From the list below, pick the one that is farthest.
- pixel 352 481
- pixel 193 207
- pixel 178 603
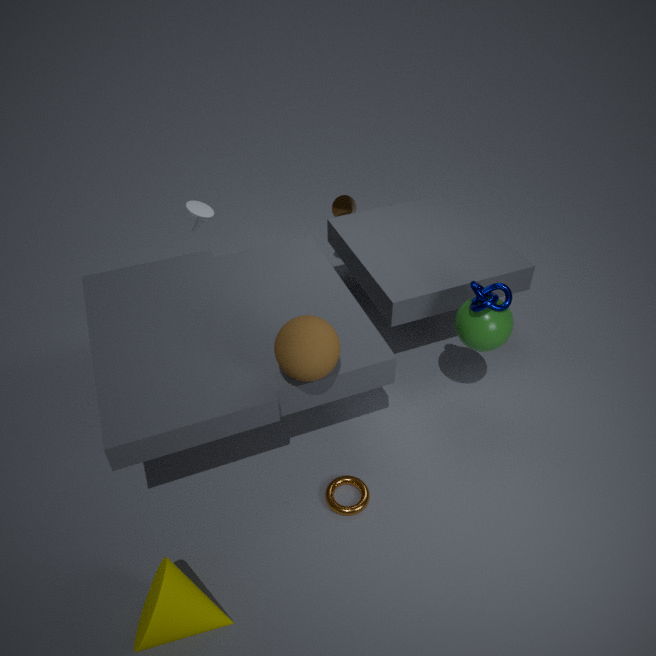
pixel 193 207
